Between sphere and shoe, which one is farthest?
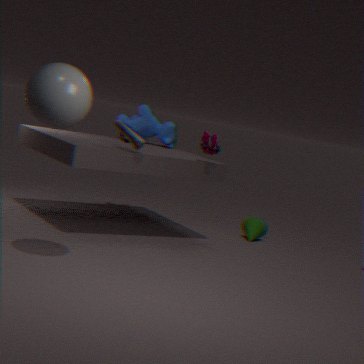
shoe
